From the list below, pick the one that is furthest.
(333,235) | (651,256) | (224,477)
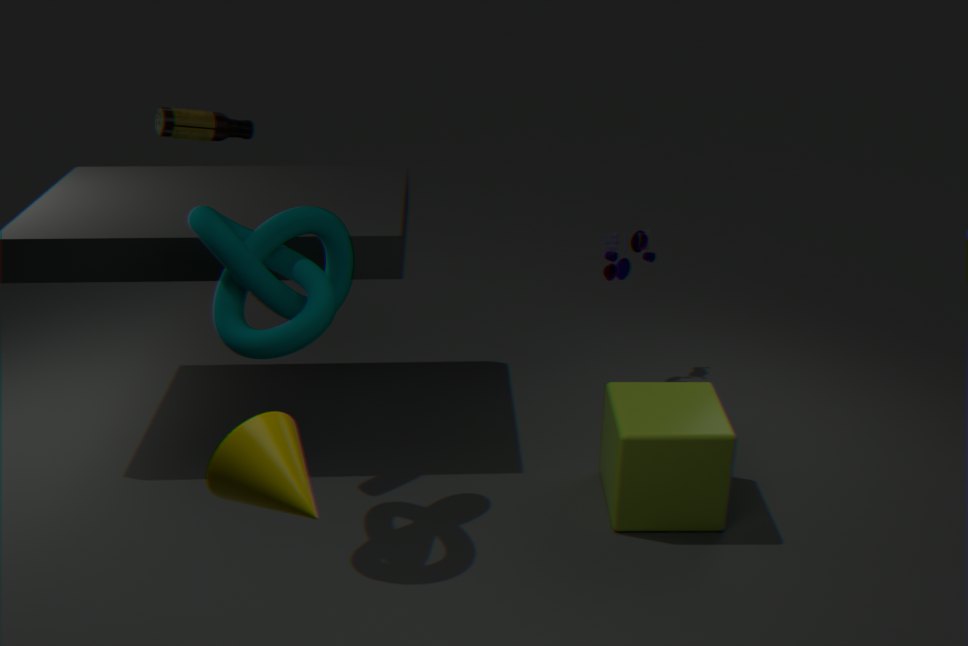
(651,256)
